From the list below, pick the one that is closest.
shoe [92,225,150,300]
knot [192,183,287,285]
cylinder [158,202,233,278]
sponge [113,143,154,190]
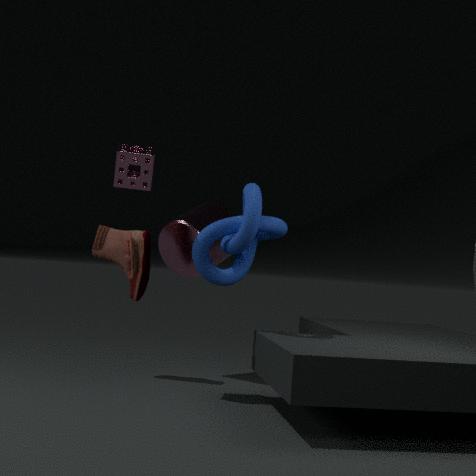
knot [192,183,287,285]
